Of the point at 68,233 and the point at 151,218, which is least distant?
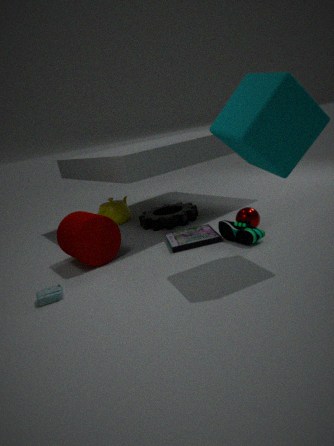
the point at 68,233
